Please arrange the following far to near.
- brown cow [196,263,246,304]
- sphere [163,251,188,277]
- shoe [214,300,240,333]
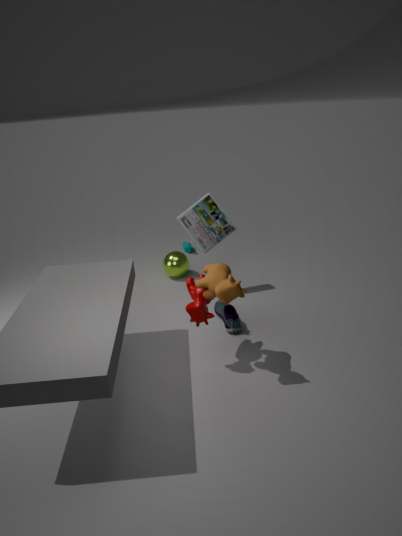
sphere [163,251,188,277], shoe [214,300,240,333], brown cow [196,263,246,304]
